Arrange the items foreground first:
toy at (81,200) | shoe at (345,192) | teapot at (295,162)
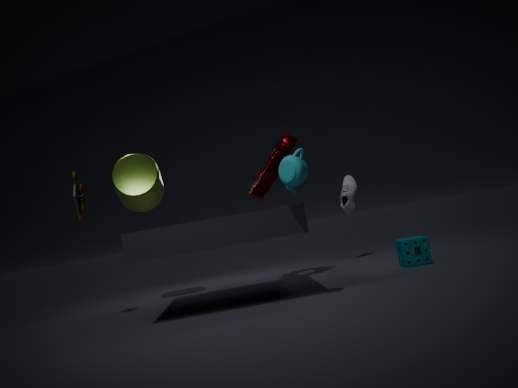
teapot at (295,162), toy at (81,200), shoe at (345,192)
